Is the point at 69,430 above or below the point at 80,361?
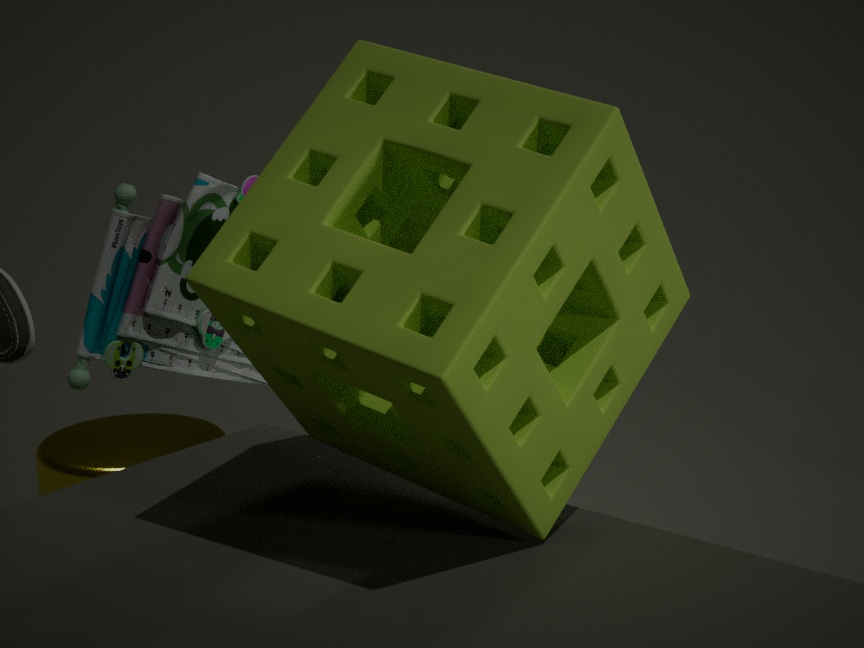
below
